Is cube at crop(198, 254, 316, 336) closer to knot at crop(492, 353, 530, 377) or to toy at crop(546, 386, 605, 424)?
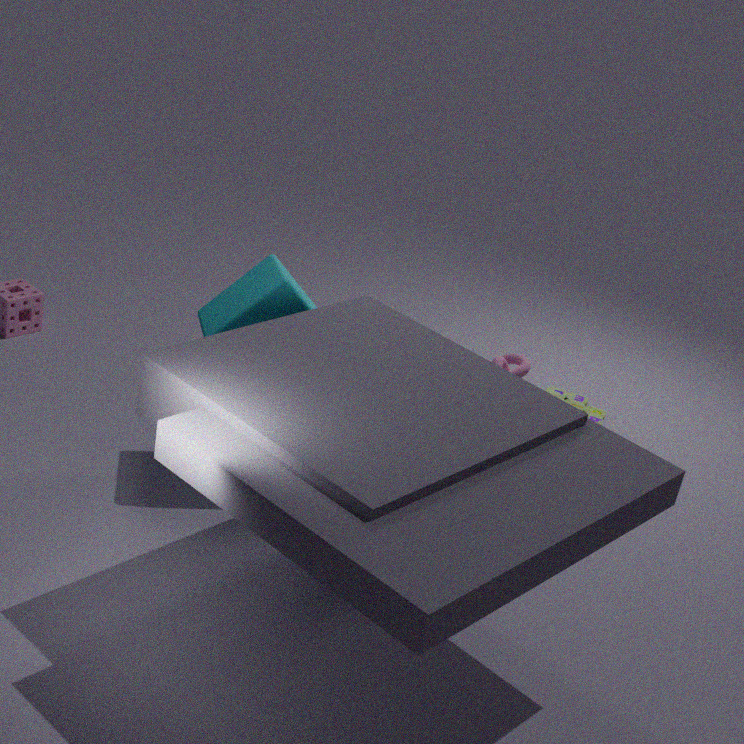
knot at crop(492, 353, 530, 377)
